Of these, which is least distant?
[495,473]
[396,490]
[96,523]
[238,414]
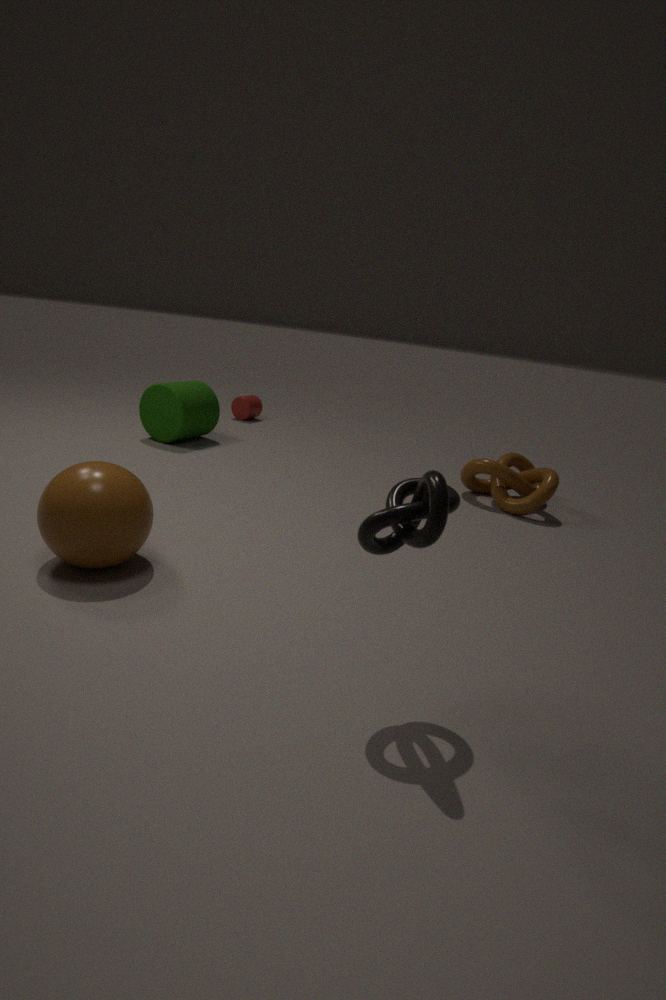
[396,490]
